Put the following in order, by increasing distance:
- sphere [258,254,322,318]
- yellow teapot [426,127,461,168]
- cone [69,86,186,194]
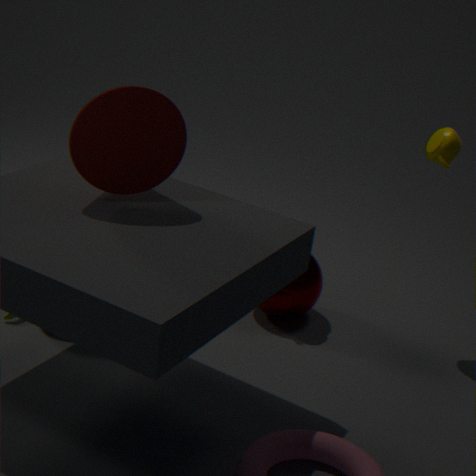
cone [69,86,186,194] → yellow teapot [426,127,461,168] → sphere [258,254,322,318]
